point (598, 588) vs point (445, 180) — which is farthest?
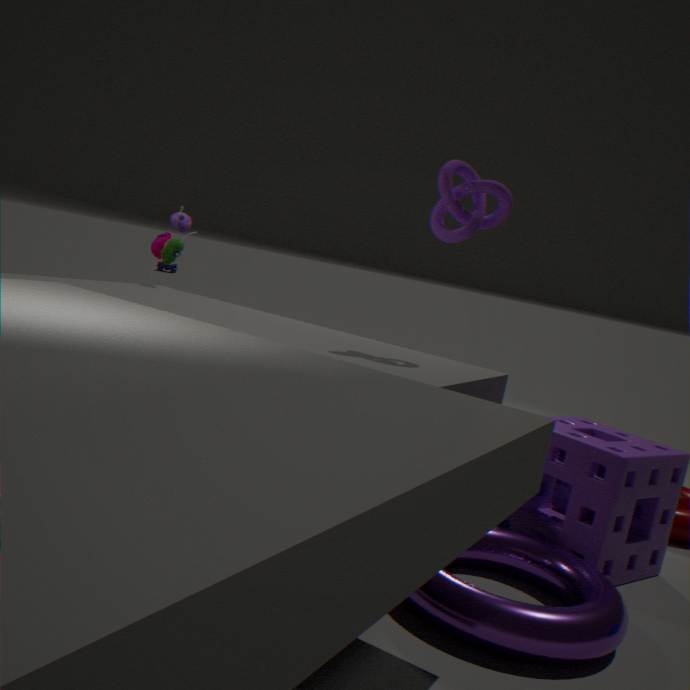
point (445, 180)
